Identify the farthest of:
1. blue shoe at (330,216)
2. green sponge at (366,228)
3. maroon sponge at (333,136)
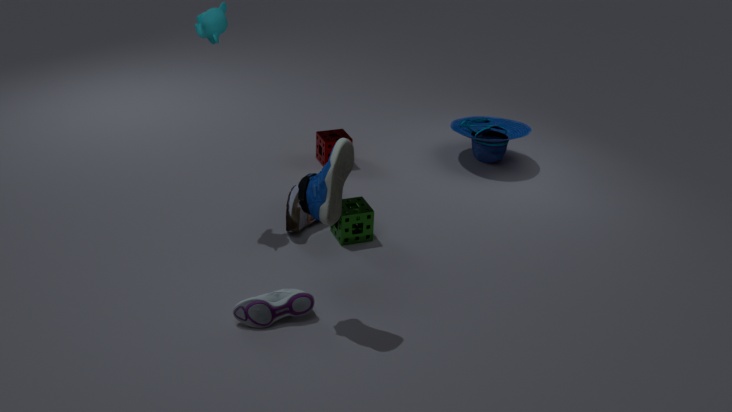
maroon sponge at (333,136)
